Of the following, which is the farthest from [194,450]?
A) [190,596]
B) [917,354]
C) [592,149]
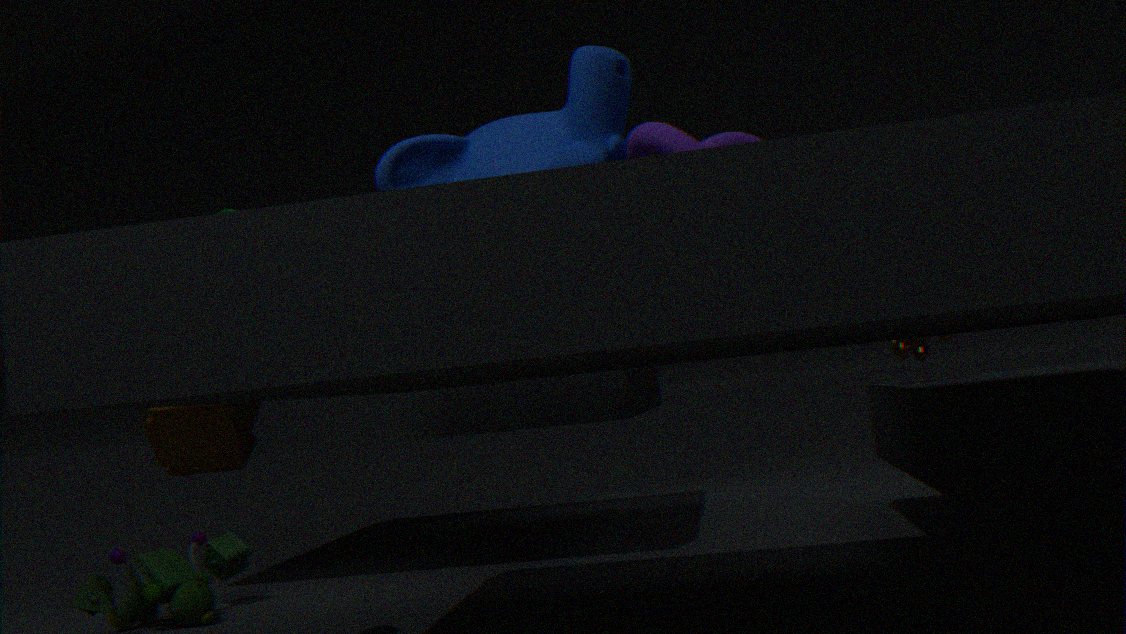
[917,354]
